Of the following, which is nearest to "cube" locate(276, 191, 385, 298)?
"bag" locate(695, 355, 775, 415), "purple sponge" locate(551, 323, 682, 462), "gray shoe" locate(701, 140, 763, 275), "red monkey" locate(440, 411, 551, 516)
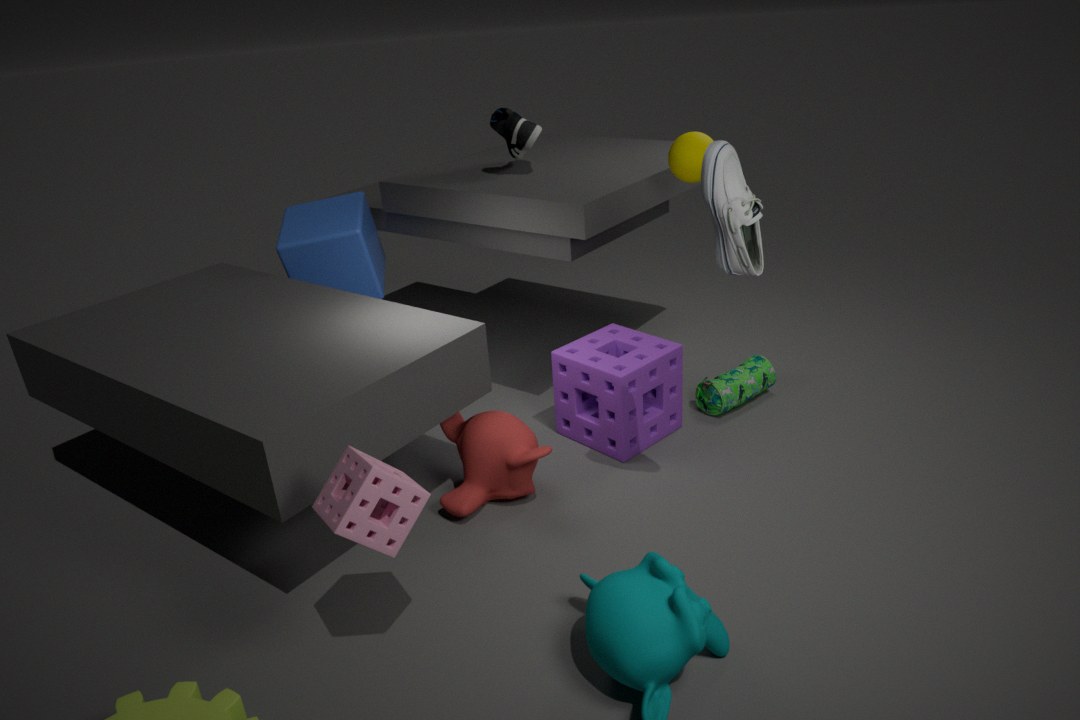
"red monkey" locate(440, 411, 551, 516)
